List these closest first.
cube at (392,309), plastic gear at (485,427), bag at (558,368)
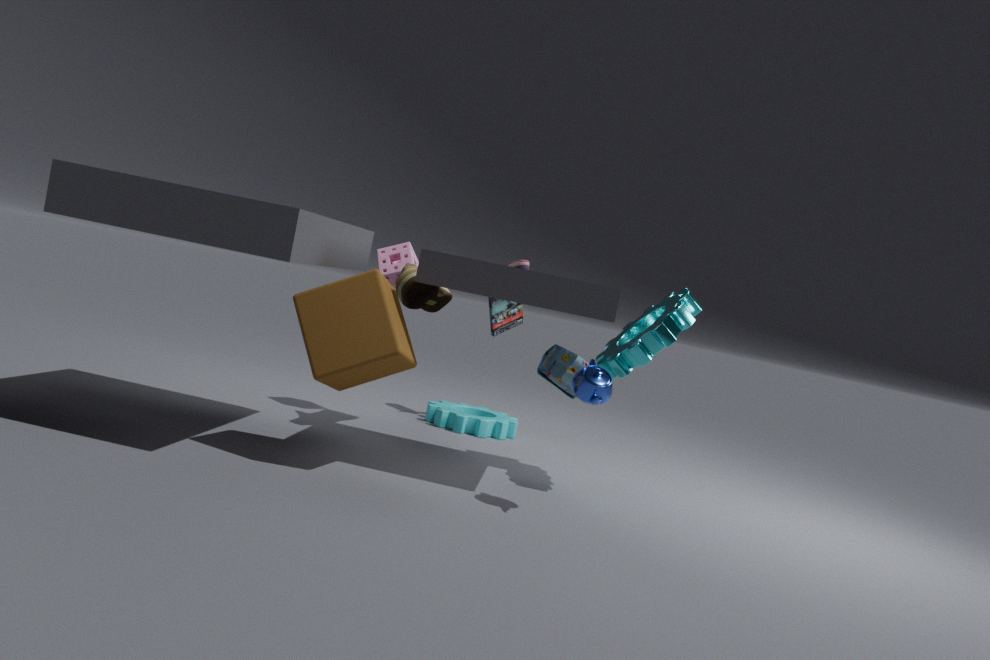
cube at (392,309) < bag at (558,368) < plastic gear at (485,427)
